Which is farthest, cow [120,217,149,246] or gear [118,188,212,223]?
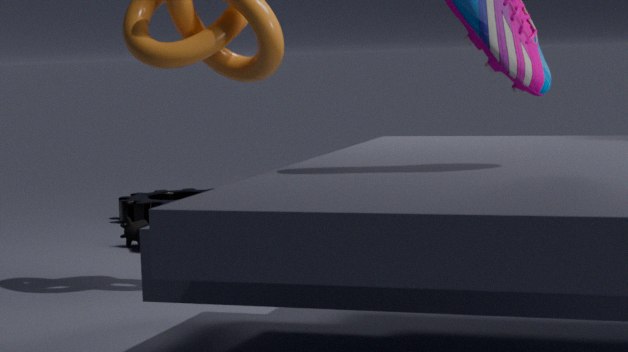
gear [118,188,212,223]
